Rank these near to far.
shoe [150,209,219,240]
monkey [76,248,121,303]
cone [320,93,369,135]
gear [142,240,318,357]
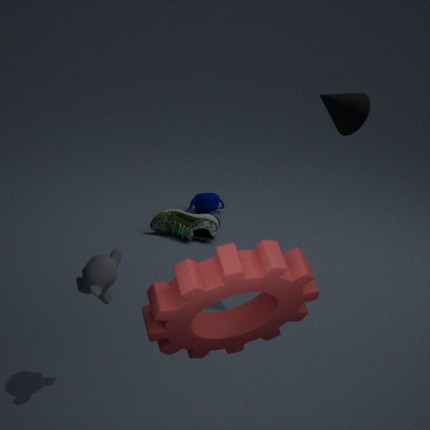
gear [142,240,318,357], monkey [76,248,121,303], cone [320,93,369,135], shoe [150,209,219,240]
